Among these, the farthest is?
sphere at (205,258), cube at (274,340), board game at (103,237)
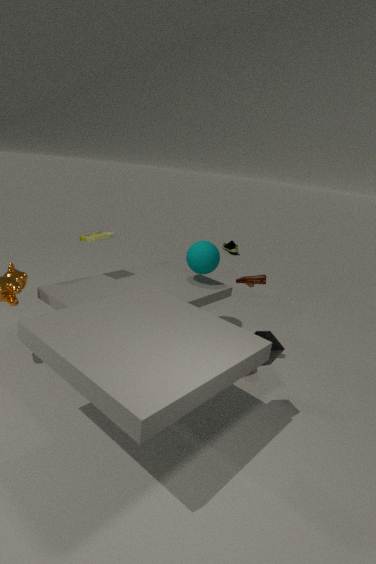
sphere at (205,258)
